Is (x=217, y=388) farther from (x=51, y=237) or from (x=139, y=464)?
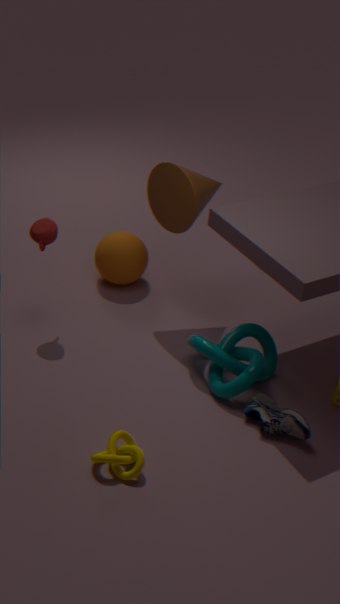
(x=51, y=237)
